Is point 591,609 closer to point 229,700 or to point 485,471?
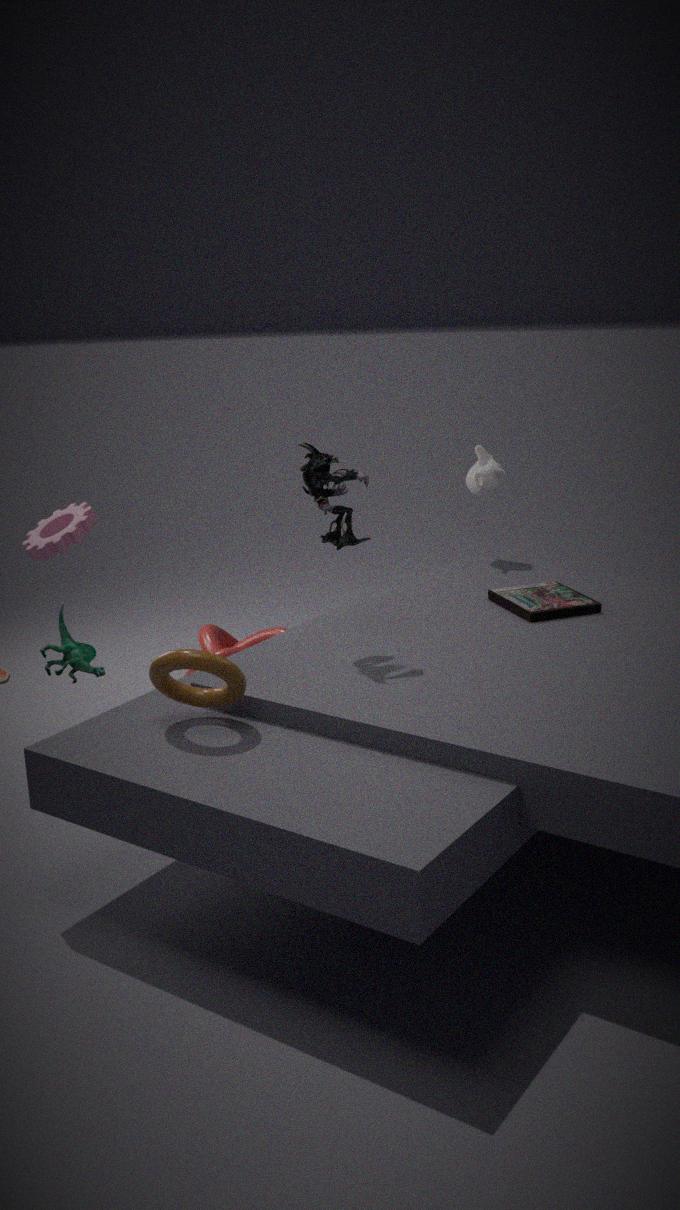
point 485,471
